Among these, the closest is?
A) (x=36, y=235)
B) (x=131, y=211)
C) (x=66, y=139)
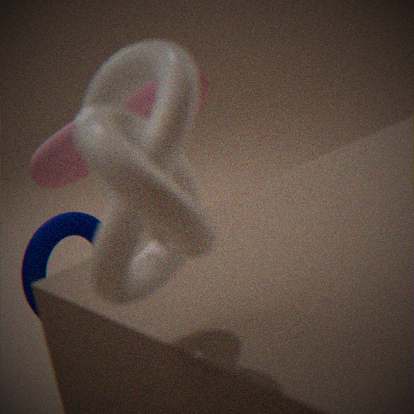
(x=131, y=211)
